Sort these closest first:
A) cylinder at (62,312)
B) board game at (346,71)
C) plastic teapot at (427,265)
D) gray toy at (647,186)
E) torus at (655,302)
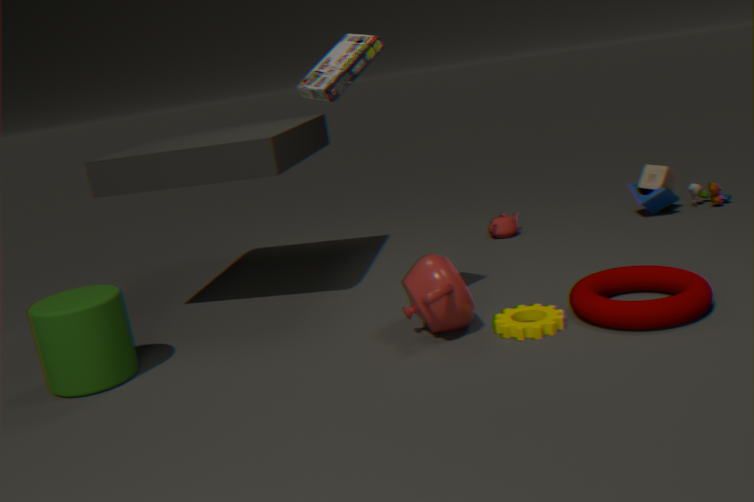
torus at (655,302)
board game at (346,71)
cylinder at (62,312)
plastic teapot at (427,265)
gray toy at (647,186)
